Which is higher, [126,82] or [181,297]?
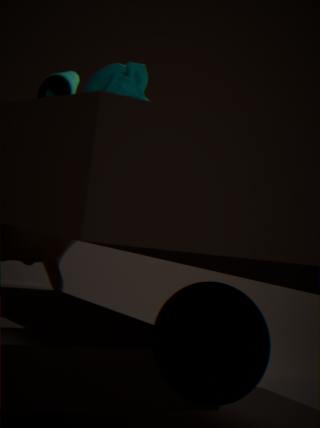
[126,82]
